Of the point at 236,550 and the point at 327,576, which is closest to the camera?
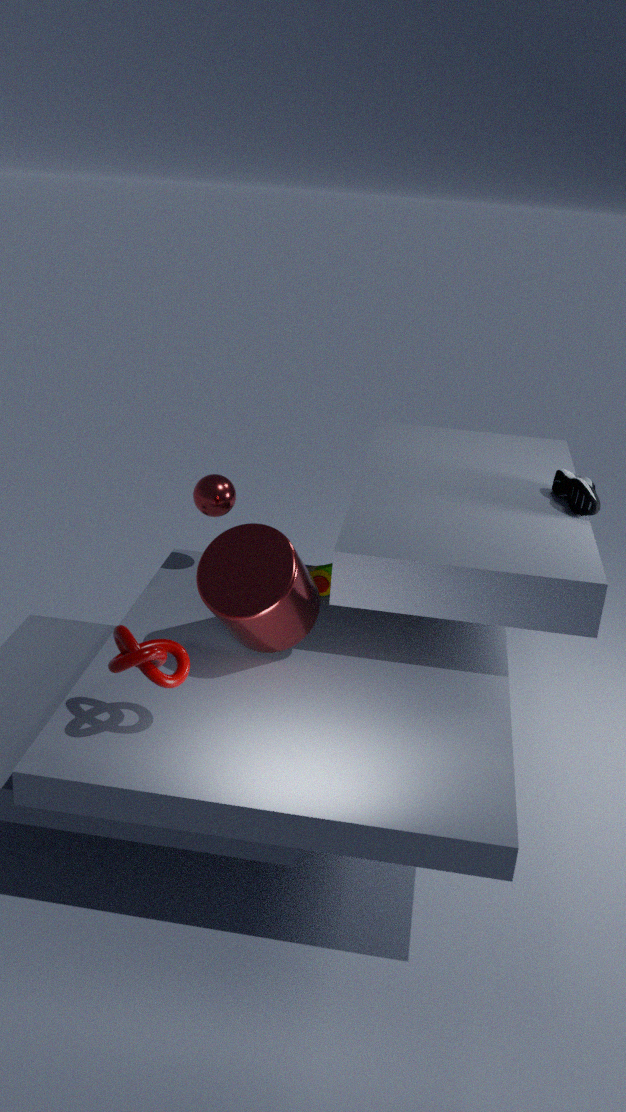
the point at 236,550
